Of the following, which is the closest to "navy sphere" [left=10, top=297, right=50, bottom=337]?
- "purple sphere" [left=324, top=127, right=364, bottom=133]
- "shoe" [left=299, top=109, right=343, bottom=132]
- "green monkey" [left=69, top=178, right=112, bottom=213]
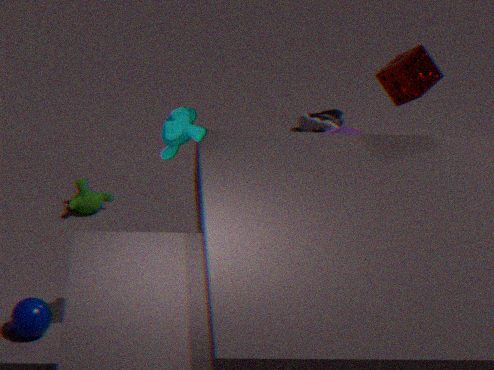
"green monkey" [left=69, top=178, right=112, bottom=213]
